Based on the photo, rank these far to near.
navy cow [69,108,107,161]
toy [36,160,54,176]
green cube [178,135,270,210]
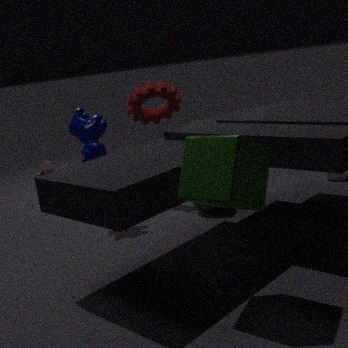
1. toy [36,160,54,176]
2. navy cow [69,108,107,161]
3. green cube [178,135,270,210]
